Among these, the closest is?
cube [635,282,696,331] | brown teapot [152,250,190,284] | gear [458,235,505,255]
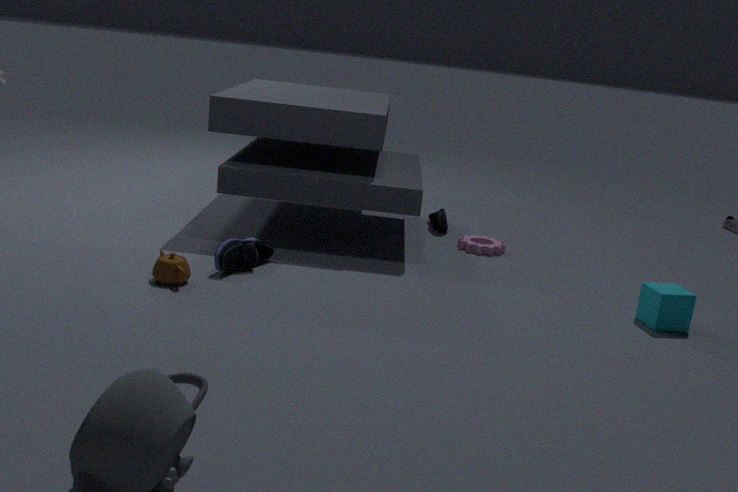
brown teapot [152,250,190,284]
